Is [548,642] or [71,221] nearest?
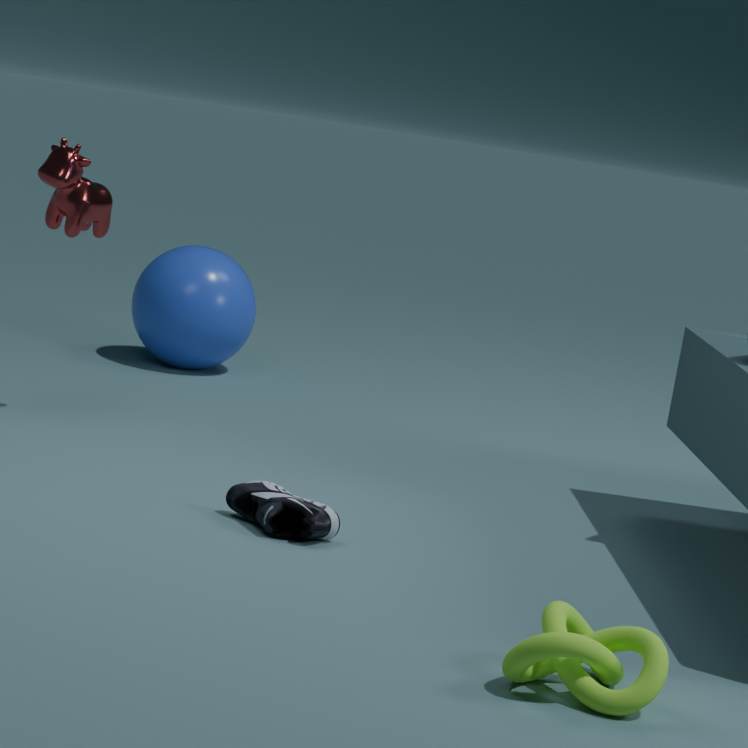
[548,642]
